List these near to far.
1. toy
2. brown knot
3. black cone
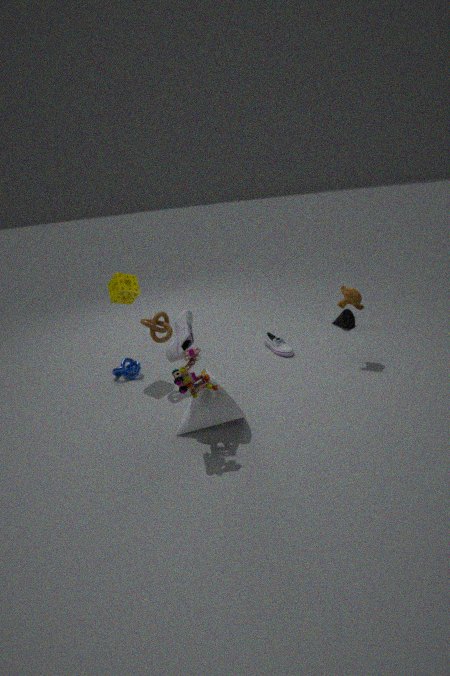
toy, brown knot, black cone
